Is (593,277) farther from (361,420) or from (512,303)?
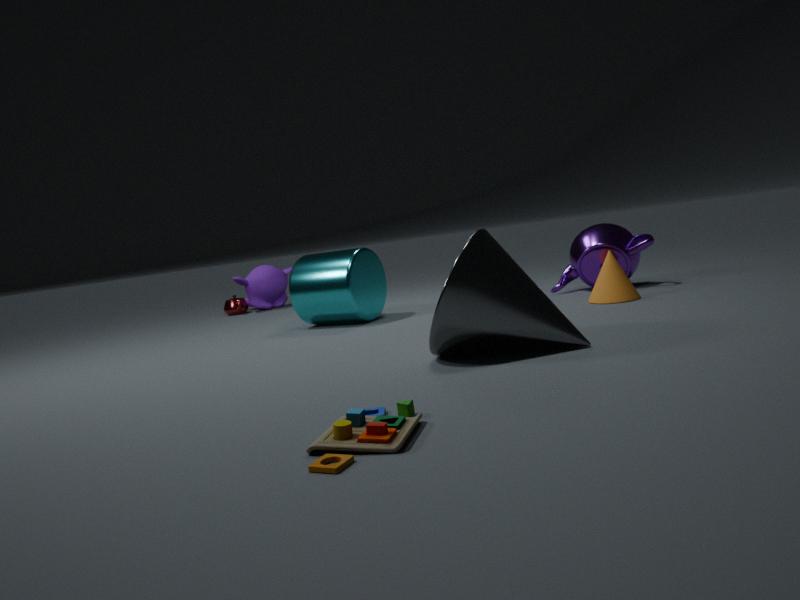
(361,420)
